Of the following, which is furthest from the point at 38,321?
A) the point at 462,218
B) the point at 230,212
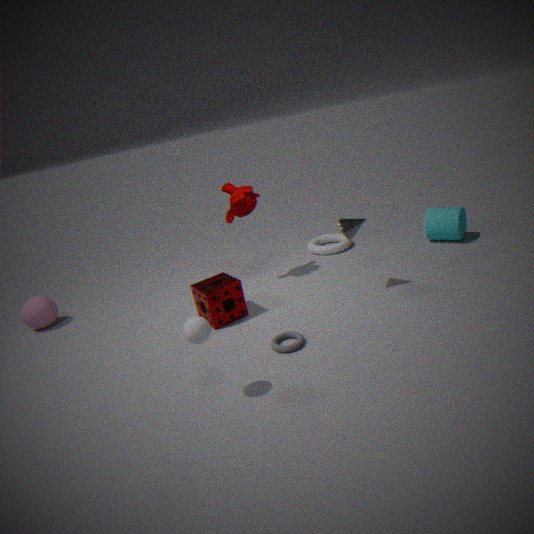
the point at 462,218
